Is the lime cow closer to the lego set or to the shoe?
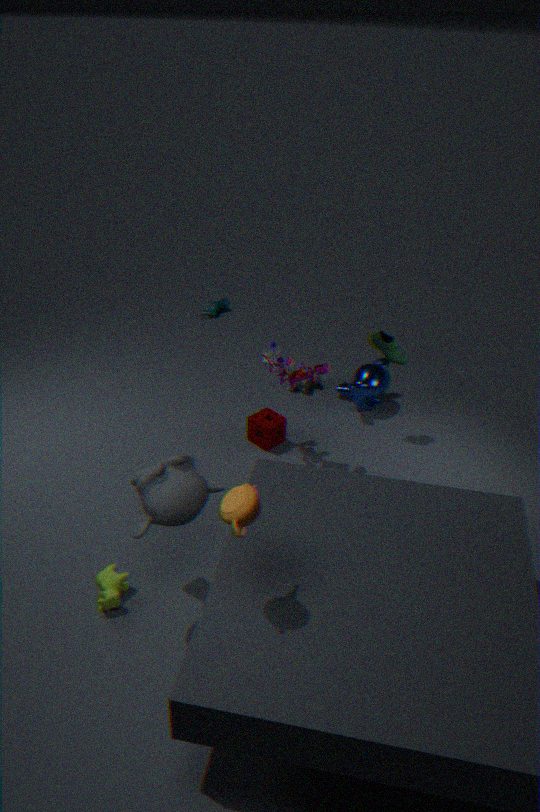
the lego set
